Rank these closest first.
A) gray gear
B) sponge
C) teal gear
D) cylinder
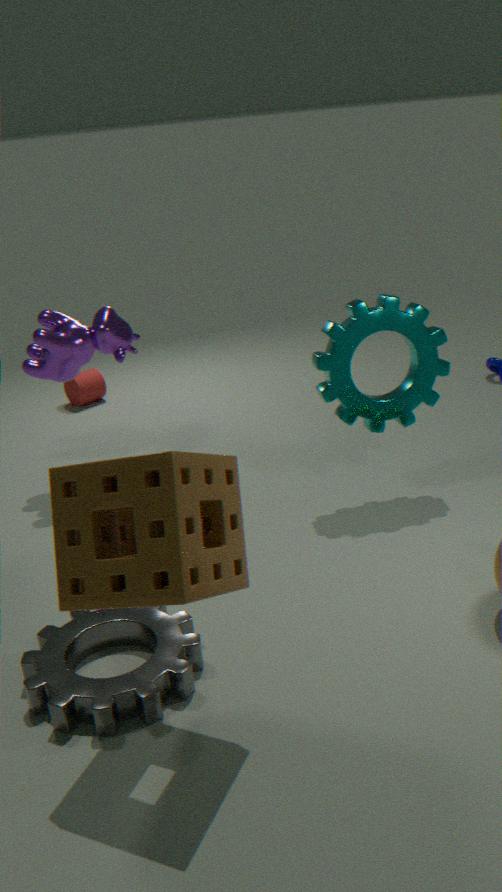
sponge, gray gear, teal gear, cylinder
